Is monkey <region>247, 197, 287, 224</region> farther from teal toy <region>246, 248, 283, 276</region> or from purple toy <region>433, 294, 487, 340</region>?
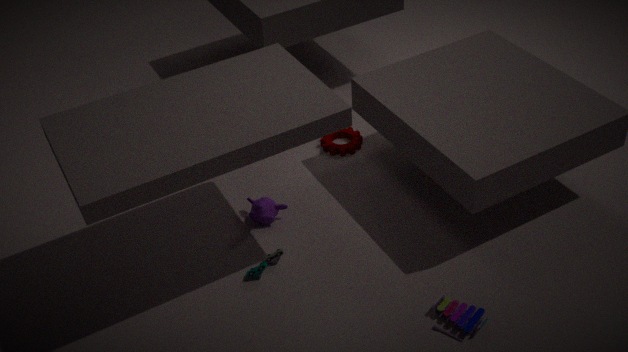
purple toy <region>433, 294, 487, 340</region>
